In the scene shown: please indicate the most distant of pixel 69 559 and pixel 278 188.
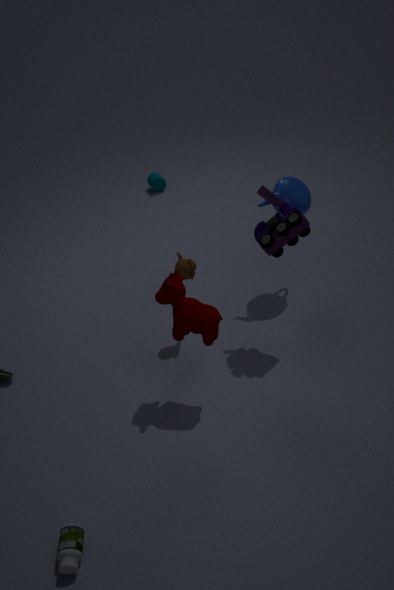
pixel 278 188
